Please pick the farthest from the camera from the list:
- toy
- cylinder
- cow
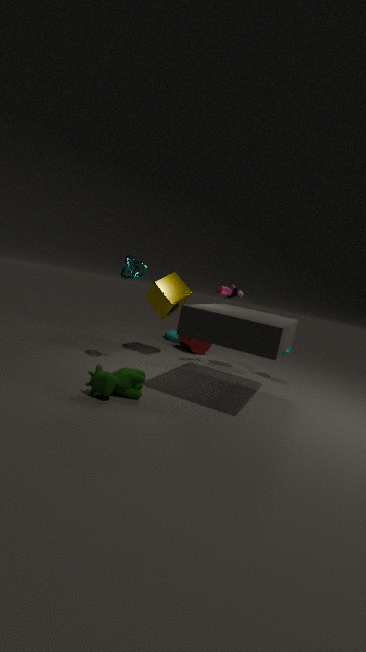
cylinder
